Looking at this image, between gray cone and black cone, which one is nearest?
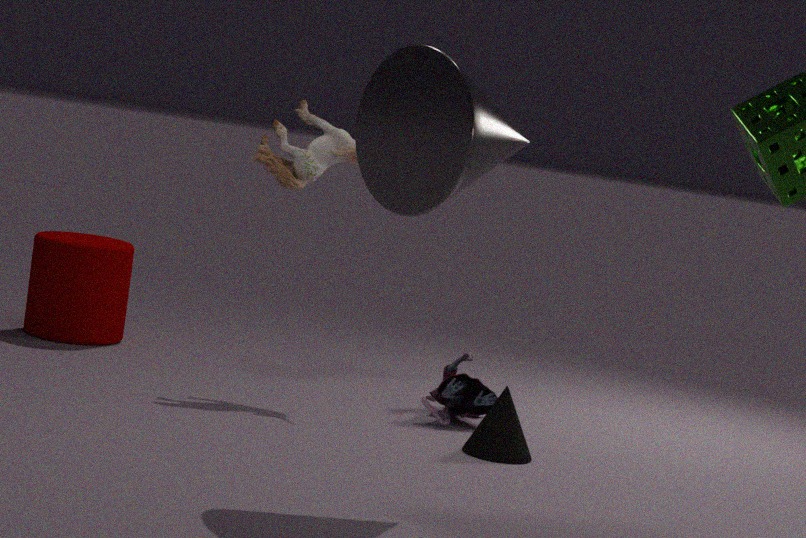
gray cone
